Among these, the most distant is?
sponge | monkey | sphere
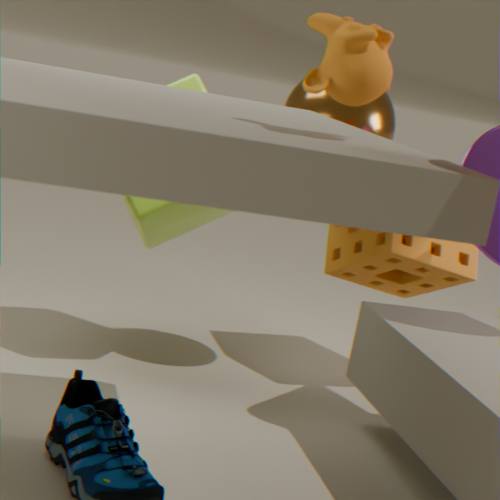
sponge
